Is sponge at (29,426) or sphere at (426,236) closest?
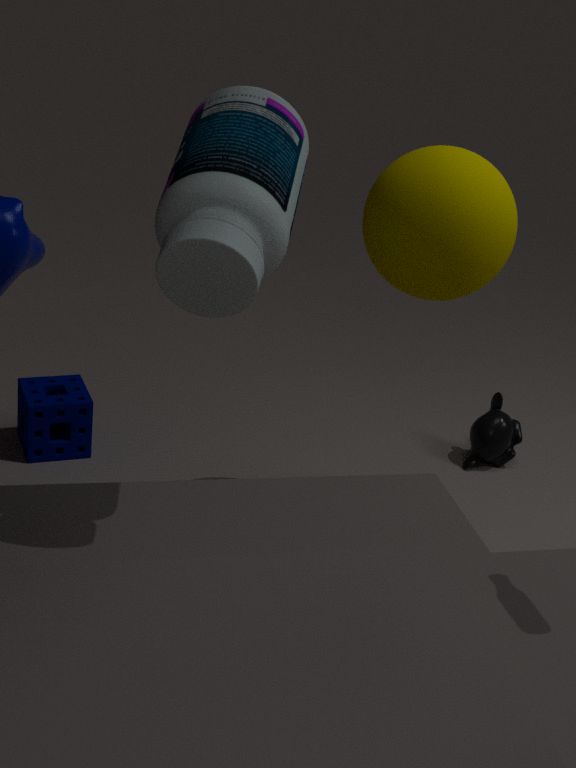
sphere at (426,236)
